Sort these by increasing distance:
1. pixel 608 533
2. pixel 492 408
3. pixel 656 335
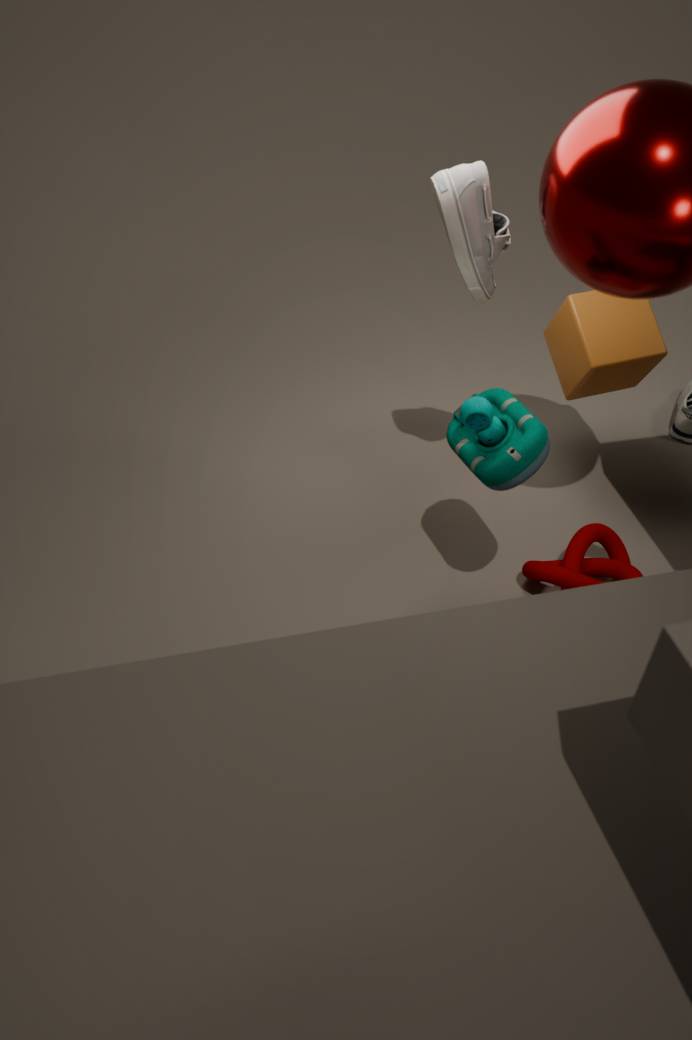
pixel 492 408 → pixel 656 335 → pixel 608 533
